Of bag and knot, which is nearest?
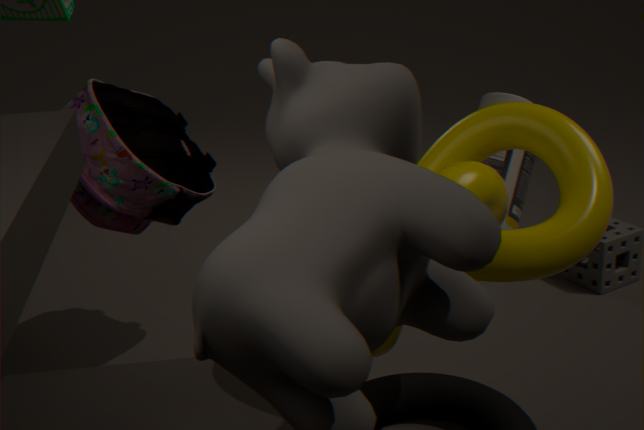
knot
